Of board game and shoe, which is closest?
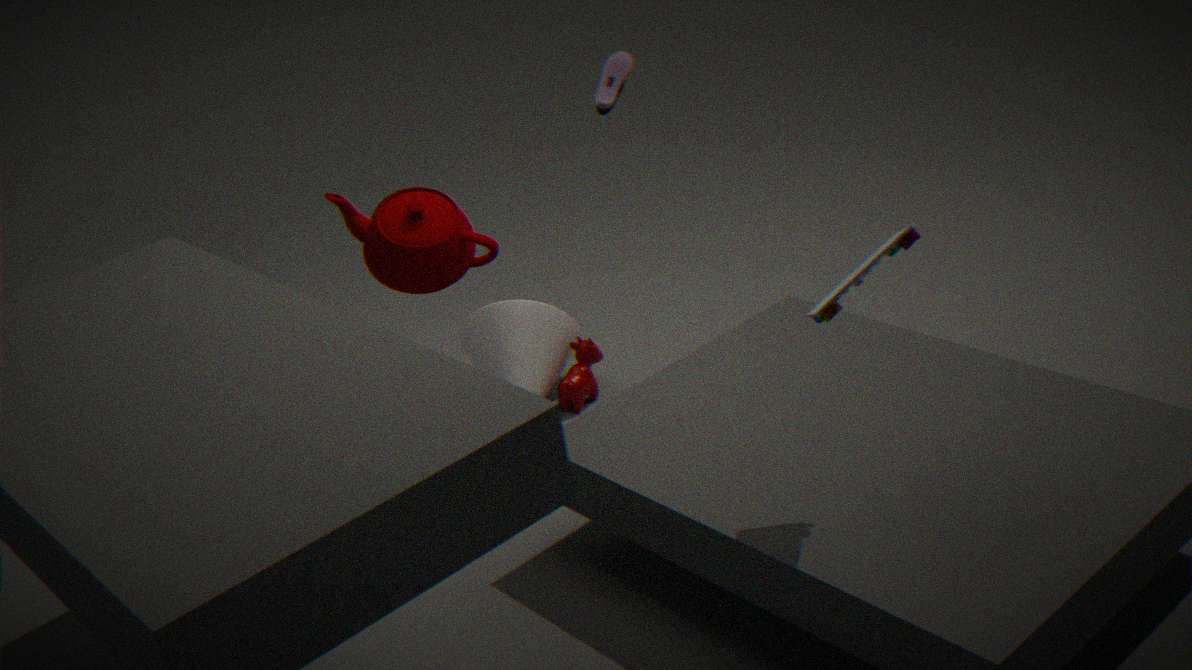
board game
